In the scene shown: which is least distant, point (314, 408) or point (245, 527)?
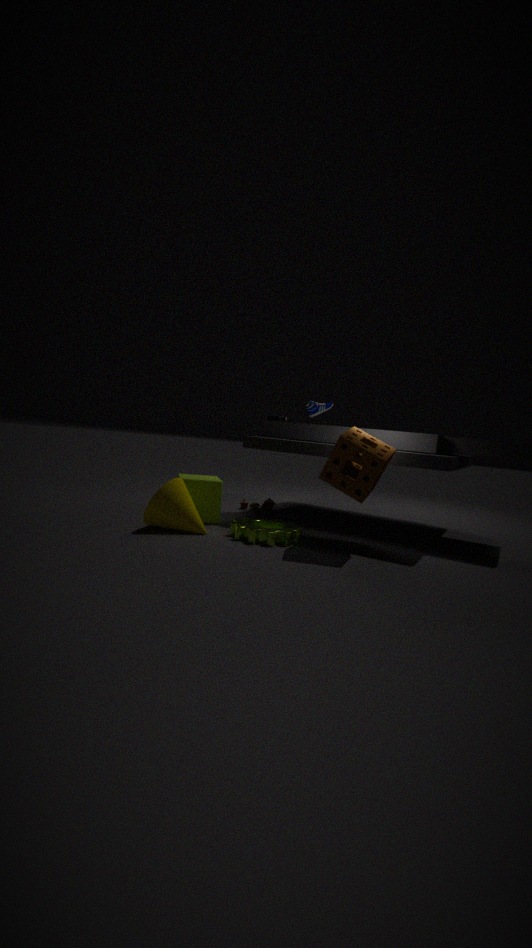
point (245, 527)
